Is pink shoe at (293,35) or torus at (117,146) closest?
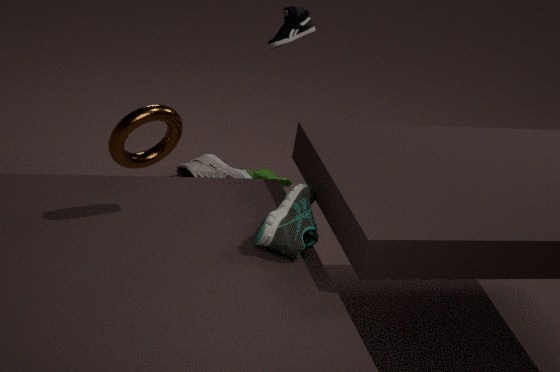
torus at (117,146)
